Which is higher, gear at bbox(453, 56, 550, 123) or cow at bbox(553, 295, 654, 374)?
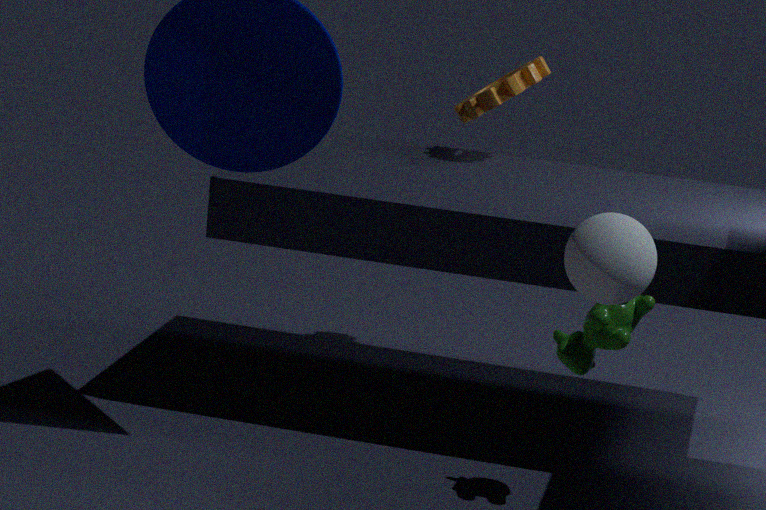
gear at bbox(453, 56, 550, 123)
